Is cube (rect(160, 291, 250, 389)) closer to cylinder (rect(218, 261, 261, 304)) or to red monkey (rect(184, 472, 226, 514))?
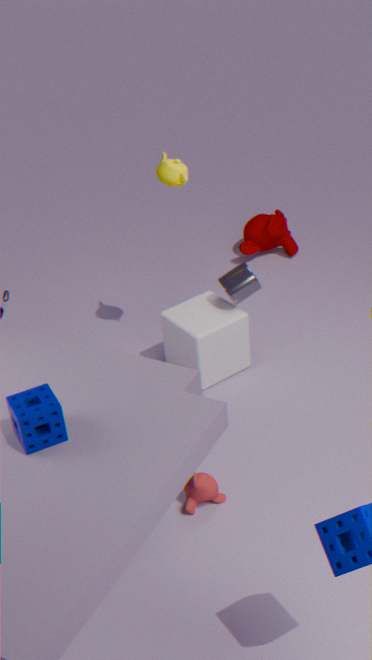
cylinder (rect(218, 261, 261, 304))
